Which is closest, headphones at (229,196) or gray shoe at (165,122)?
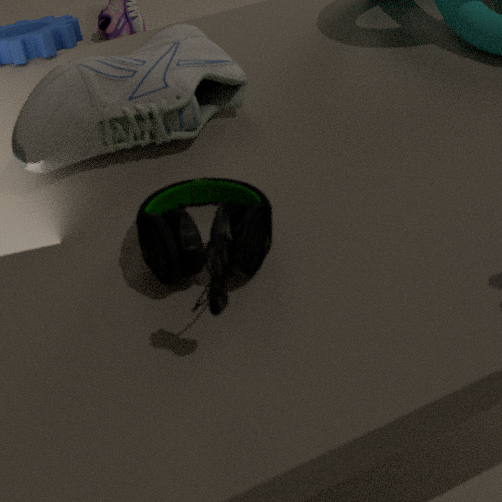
headphones at (229,196)
